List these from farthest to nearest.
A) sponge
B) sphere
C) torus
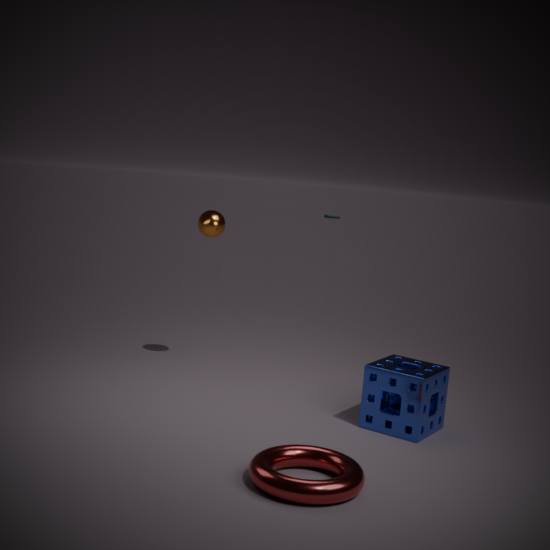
sphere < sponge < torus
